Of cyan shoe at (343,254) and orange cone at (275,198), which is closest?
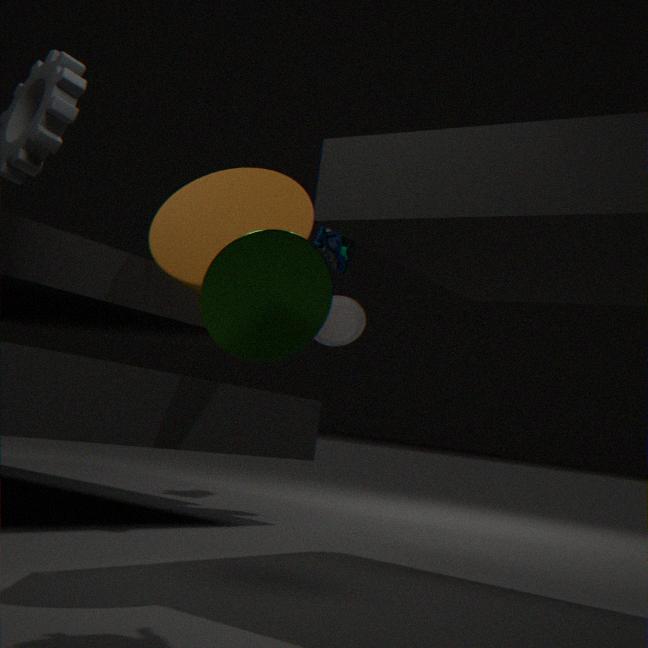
orange cone at (275,198)
